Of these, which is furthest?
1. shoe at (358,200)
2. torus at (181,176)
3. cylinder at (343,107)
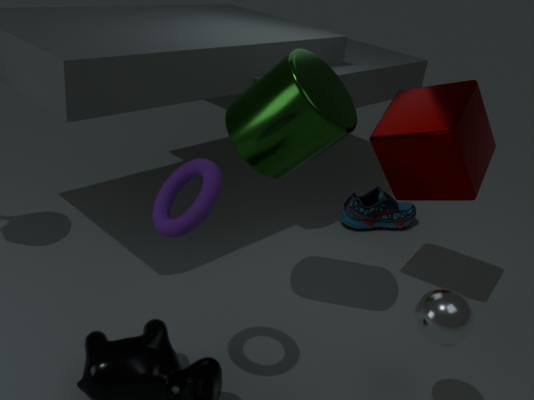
shoe at (358,200)
